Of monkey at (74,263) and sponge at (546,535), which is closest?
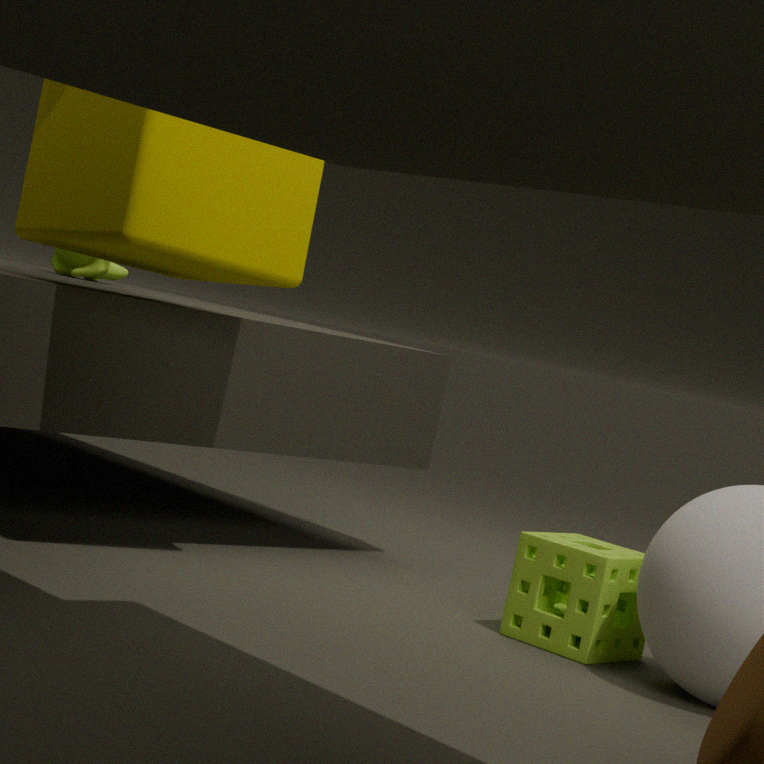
sponge at (546,535)
